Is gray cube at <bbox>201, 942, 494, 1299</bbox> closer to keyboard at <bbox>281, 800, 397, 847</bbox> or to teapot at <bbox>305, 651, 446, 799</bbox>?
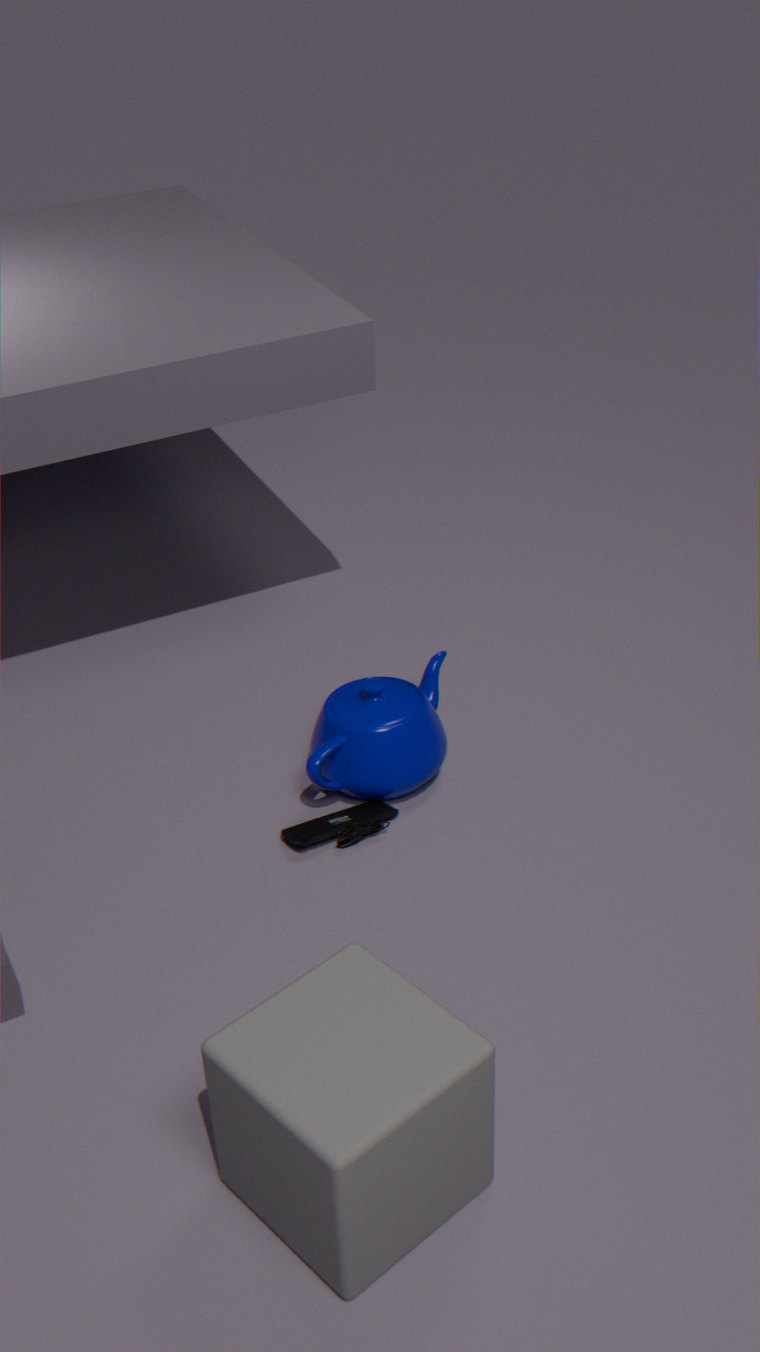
keyboard at <bbox>281, 800, 397, 847</bbox>
